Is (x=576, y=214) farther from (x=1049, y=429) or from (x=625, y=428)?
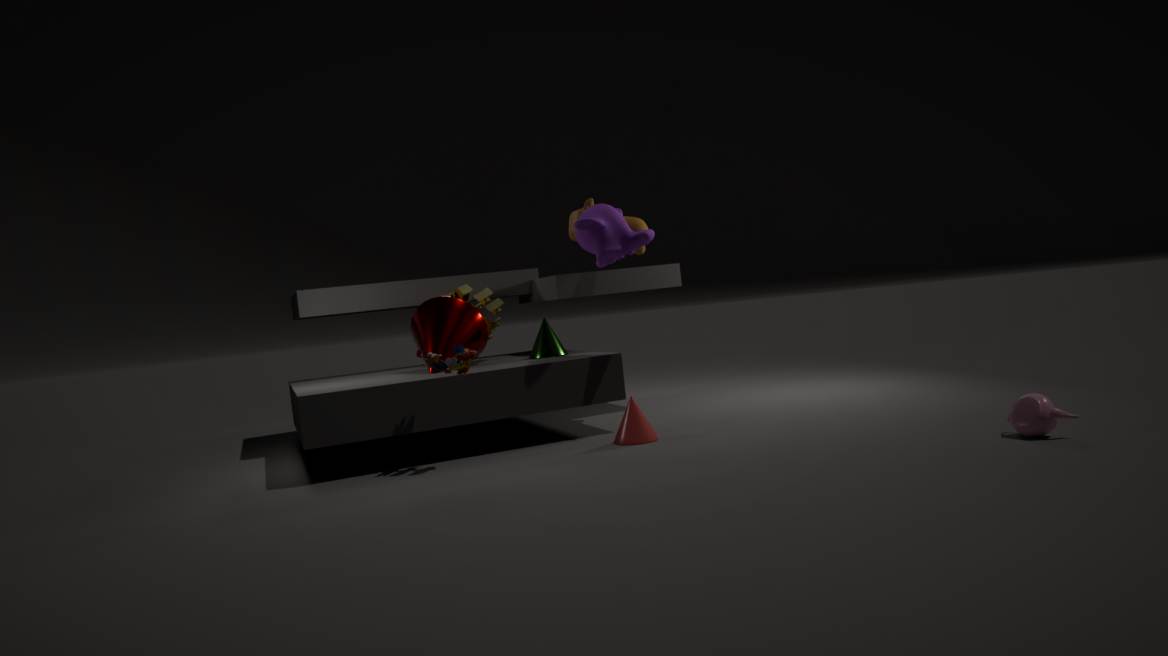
(x=1049, y=429)
